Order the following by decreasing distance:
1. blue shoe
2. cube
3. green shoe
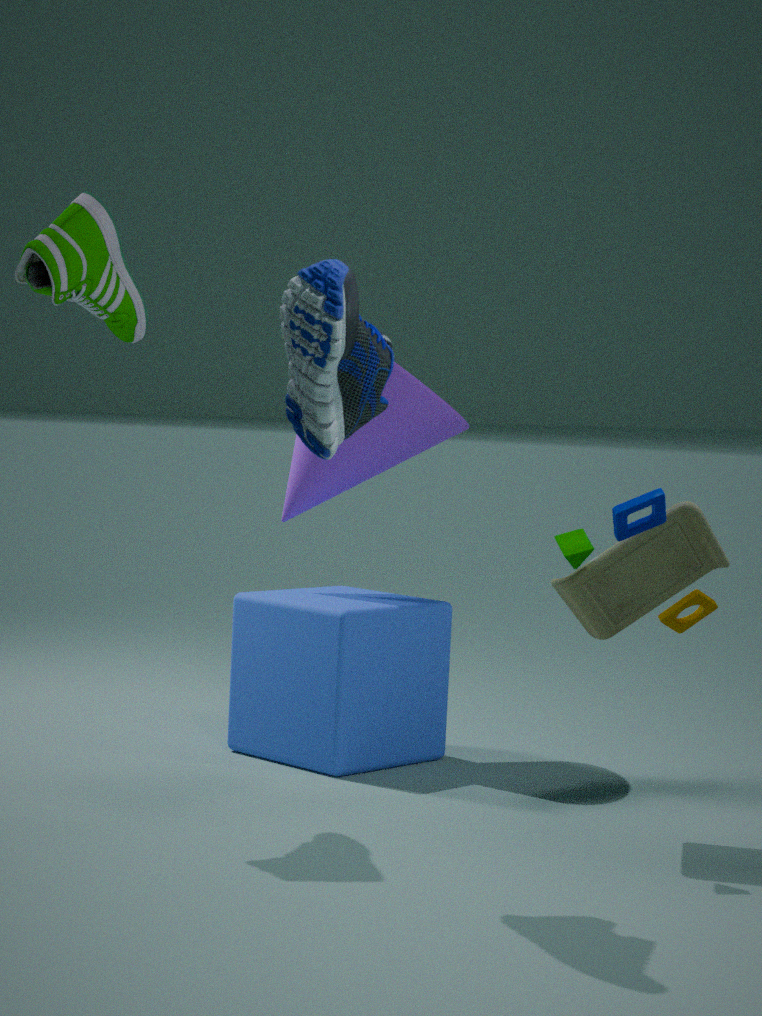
1. cube
2. green shoe
3. blue shoe
